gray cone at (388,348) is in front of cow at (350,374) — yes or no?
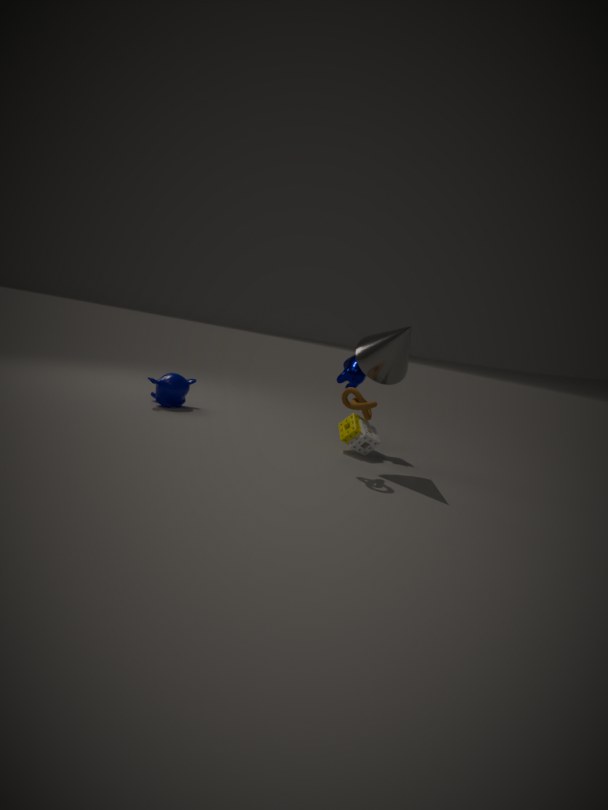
Yes
